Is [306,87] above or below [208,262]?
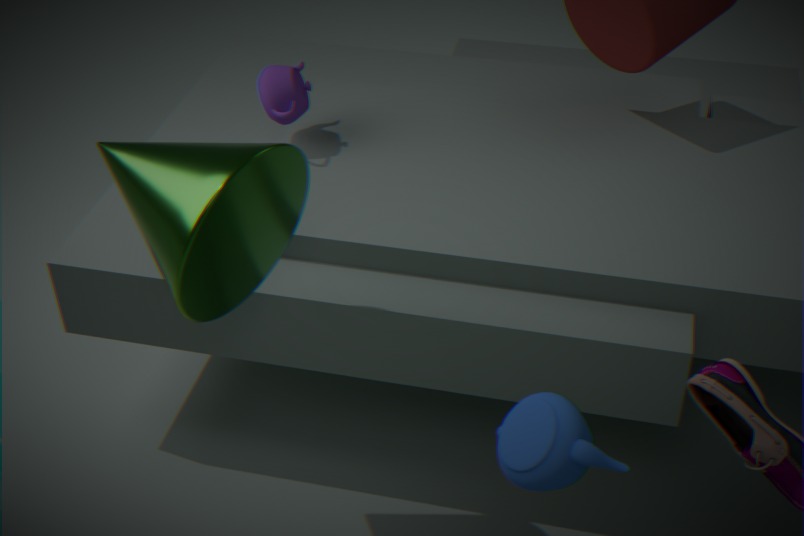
below
